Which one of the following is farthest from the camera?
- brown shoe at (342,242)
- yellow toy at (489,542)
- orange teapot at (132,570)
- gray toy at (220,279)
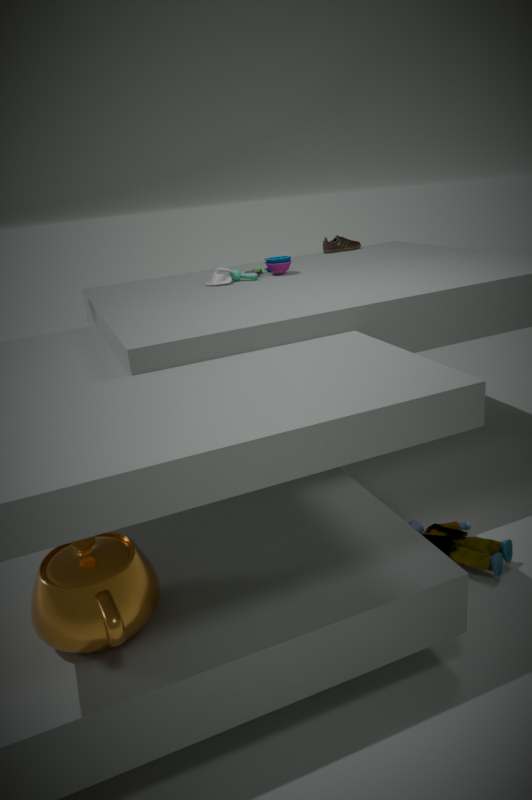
brown shoe at (342,242)
